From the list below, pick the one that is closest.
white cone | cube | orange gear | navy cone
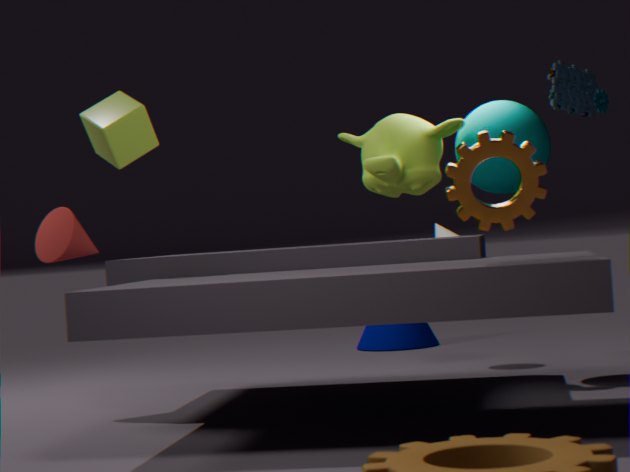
orange gear
